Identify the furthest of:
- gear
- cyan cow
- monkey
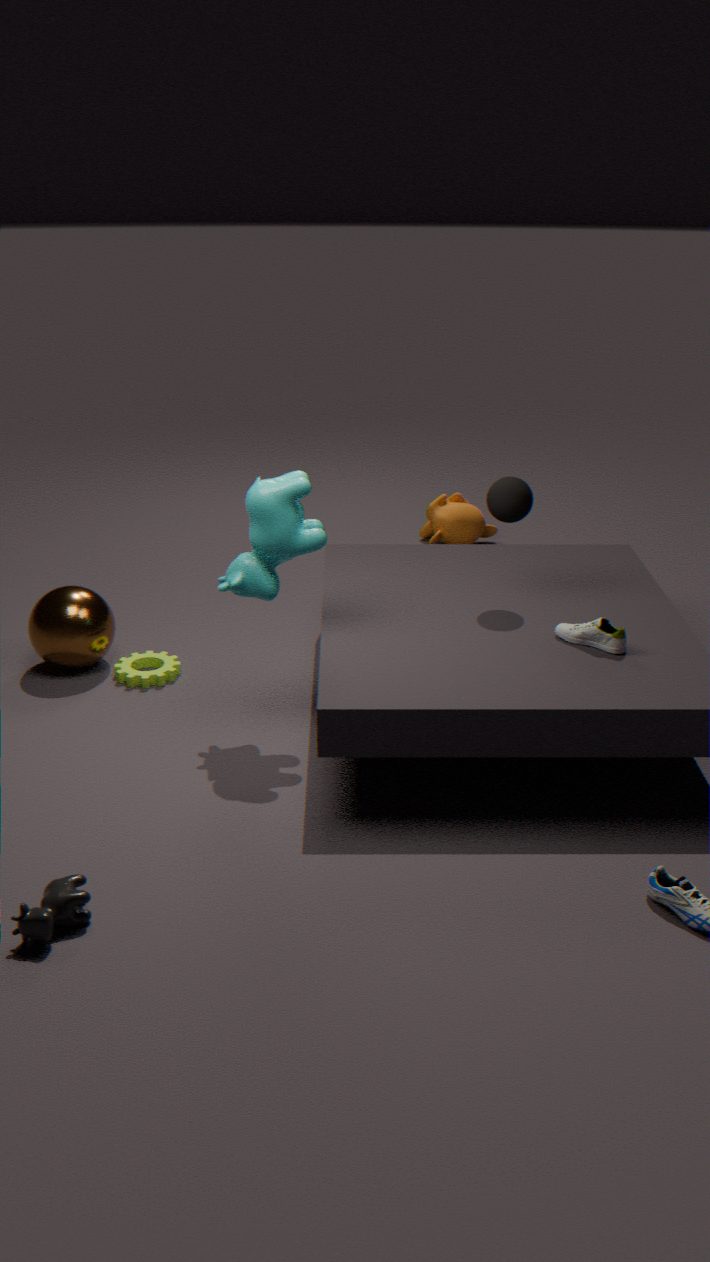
monkey
